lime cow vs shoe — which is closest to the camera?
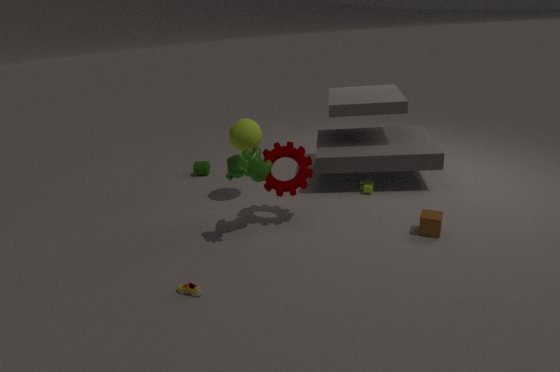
shoe
